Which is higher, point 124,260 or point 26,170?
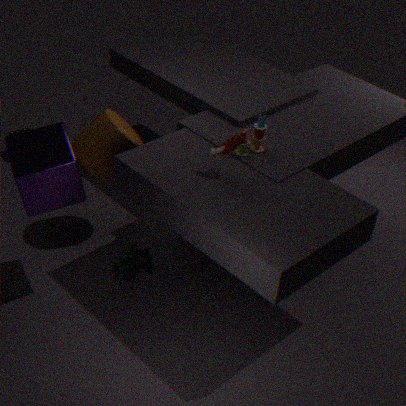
point 26,170
